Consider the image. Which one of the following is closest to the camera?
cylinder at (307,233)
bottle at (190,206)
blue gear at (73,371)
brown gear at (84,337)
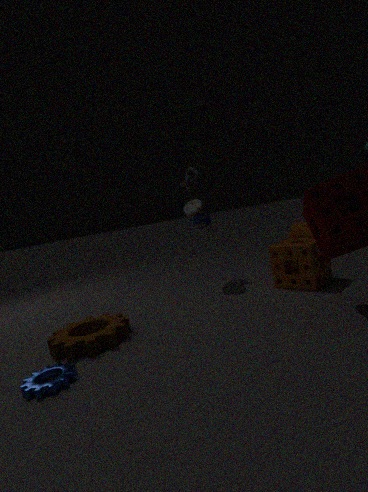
blue gear at (73,371)
